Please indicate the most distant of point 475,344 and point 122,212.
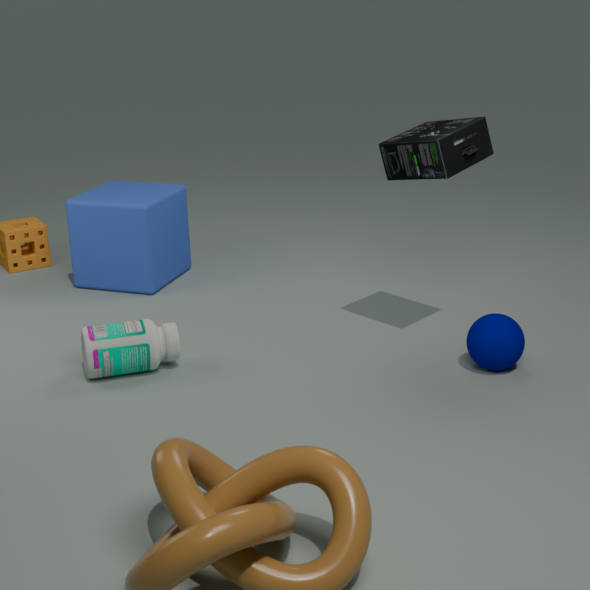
point 122,212
